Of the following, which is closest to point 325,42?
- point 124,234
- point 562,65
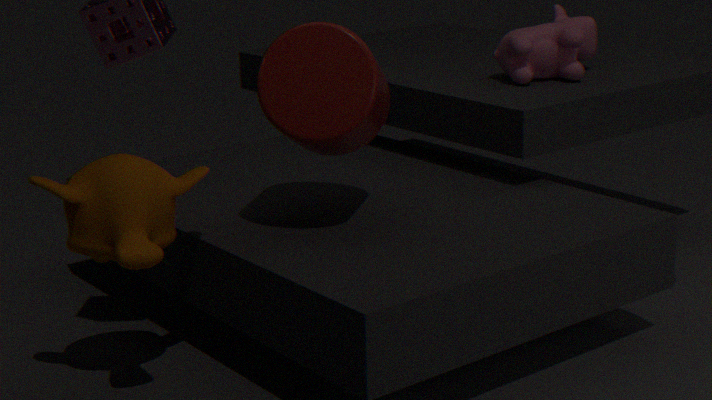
point 124,234
